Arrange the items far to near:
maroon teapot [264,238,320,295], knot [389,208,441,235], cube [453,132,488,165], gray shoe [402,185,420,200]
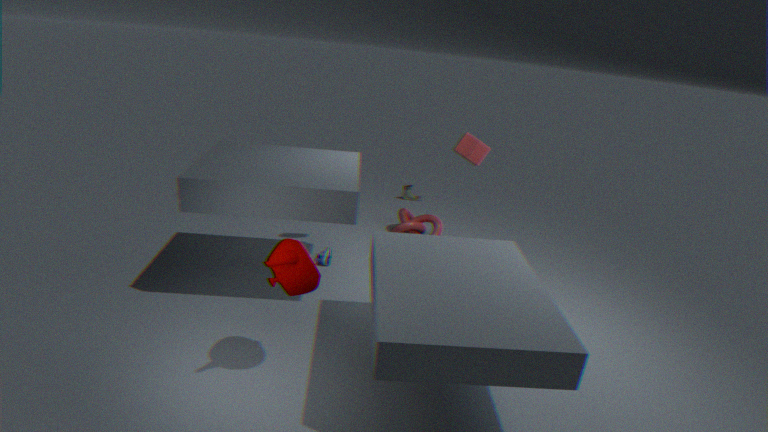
gray shoe [402,185,420,200] < knot [389,208,441,235] < cube [453,132,488,165] < maroon teapot [264,238,320,295]
